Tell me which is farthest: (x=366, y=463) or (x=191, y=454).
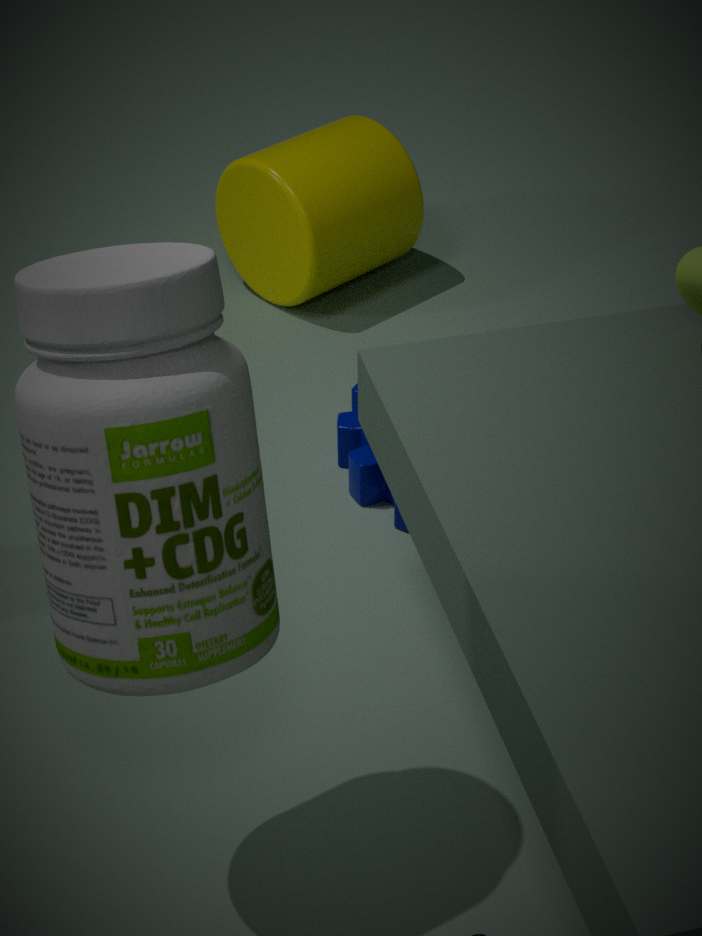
(x=366, y=463)
